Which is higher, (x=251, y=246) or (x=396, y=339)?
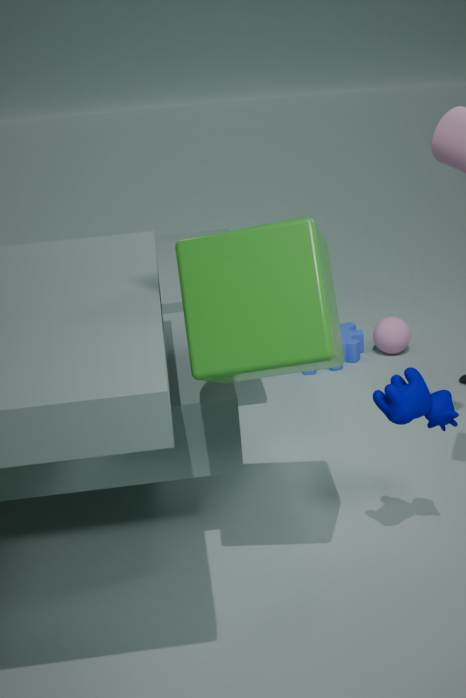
(x=251, y=246)
